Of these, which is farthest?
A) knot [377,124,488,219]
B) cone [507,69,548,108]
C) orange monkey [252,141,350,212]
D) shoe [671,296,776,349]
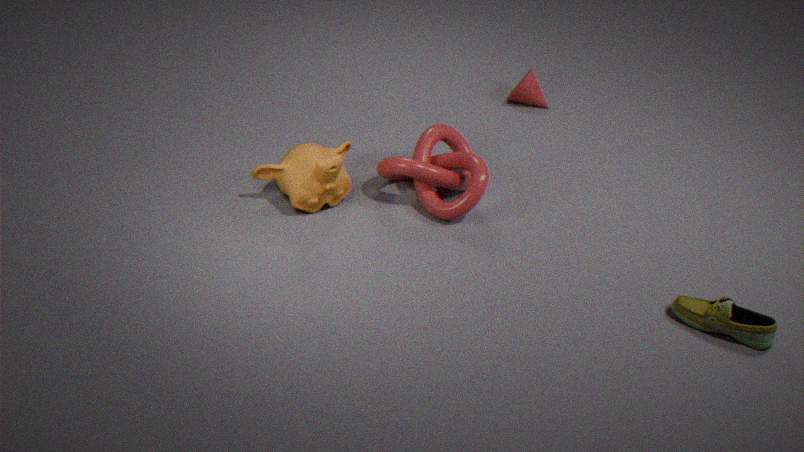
cone [507,69,548,108]
